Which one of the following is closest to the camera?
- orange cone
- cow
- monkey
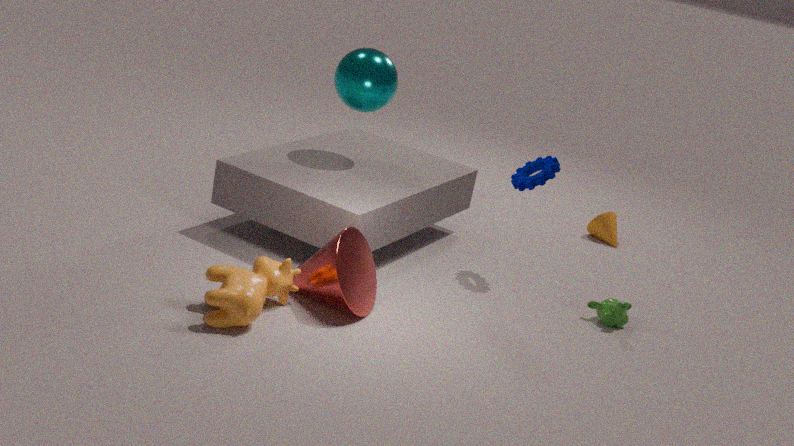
cow
